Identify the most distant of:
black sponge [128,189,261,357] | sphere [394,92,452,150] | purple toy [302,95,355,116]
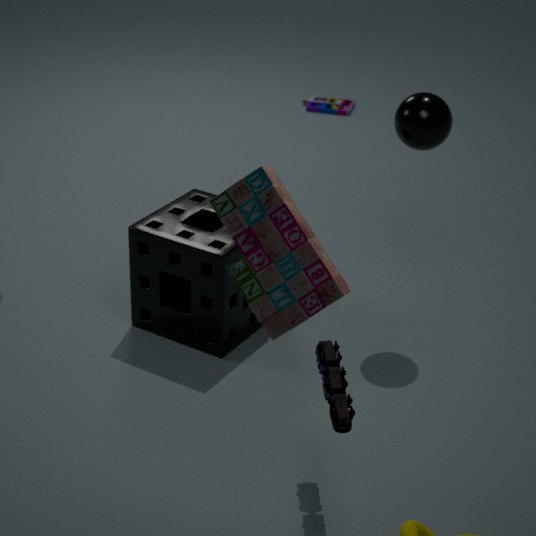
purple toy [302,95,355,116]
